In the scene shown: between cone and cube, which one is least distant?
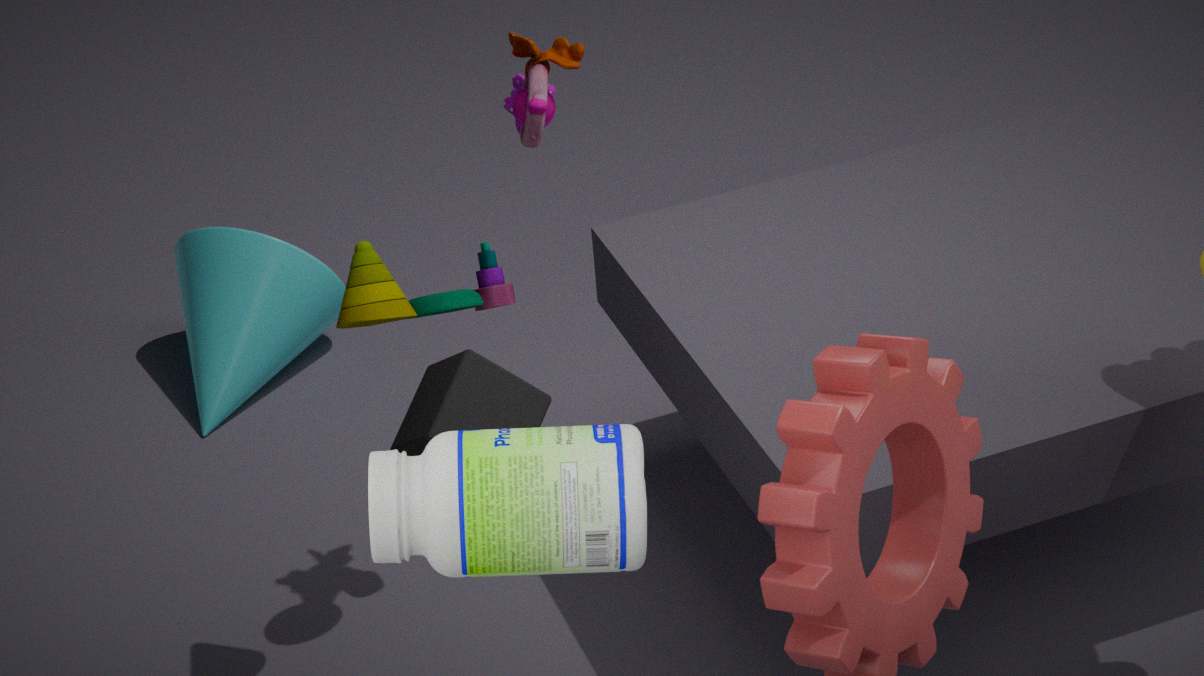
Result: cube
